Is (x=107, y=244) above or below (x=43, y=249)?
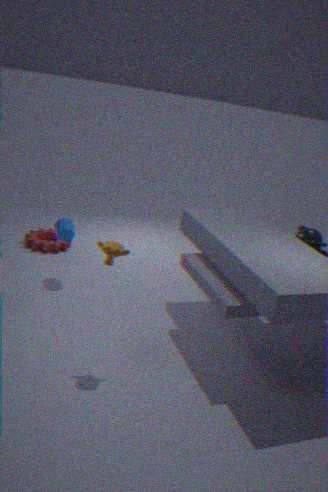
above
